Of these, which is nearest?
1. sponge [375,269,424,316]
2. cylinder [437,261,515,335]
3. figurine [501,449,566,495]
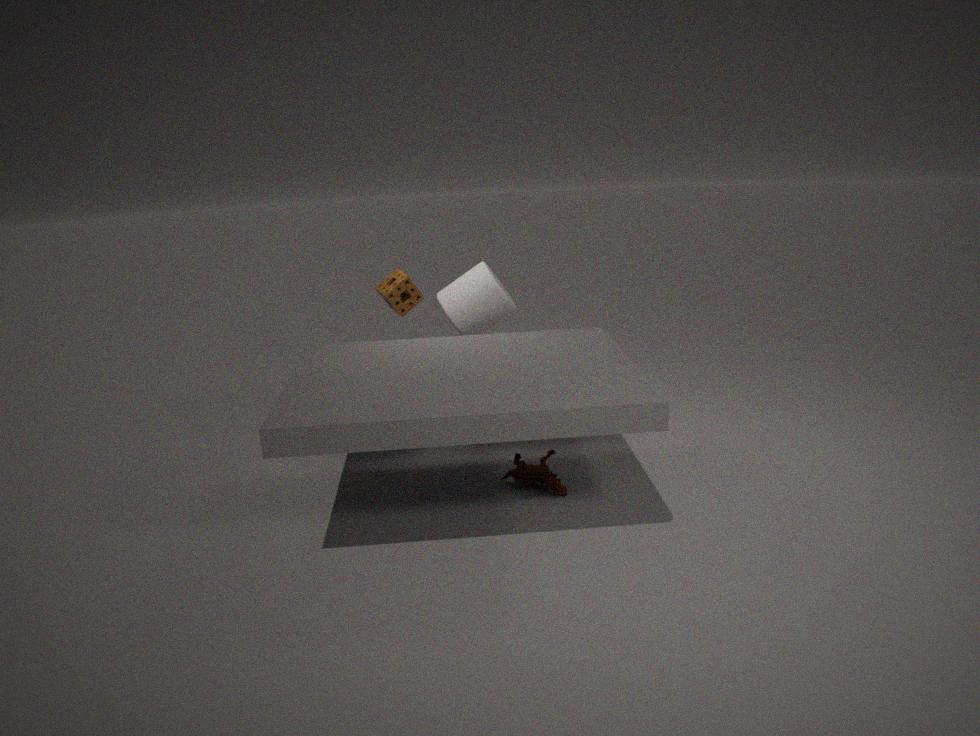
figurine [501,449,566,495]
